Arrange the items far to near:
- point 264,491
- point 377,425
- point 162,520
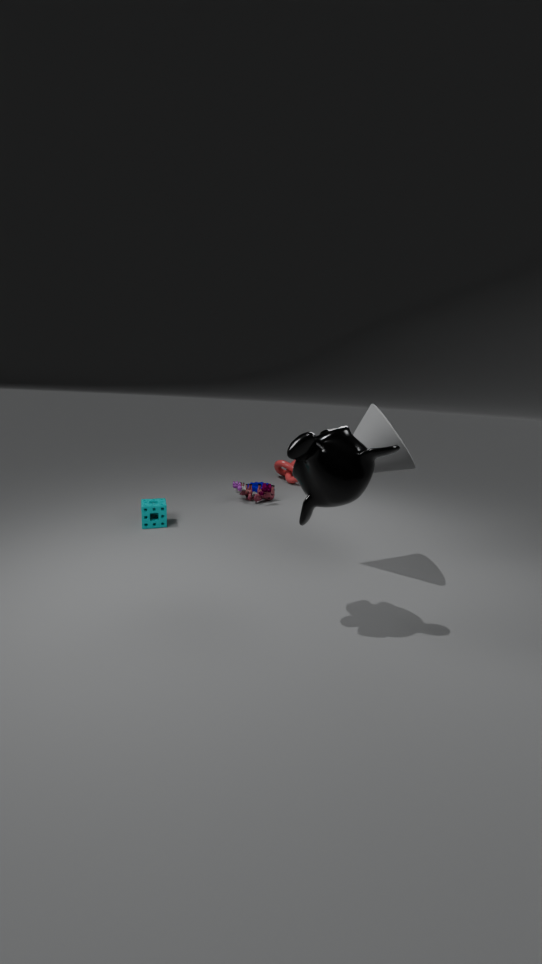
point 264,491
point 162,520
point 377,425
